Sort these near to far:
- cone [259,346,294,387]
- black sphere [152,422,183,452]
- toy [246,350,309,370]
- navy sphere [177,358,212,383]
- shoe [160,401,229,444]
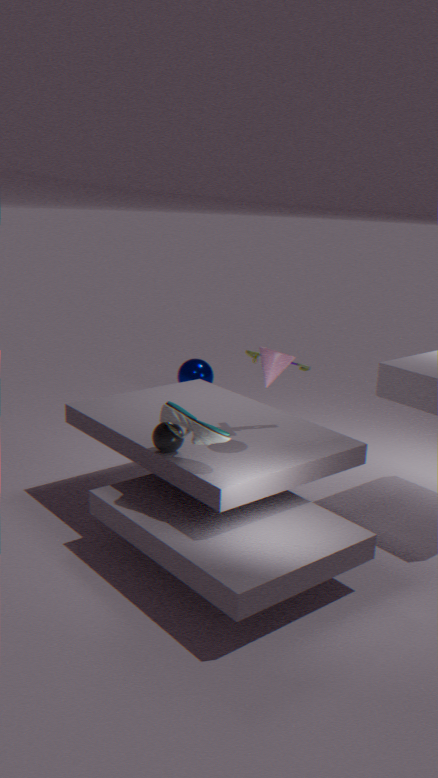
shoe [160,401,229,444], black sphere [152,422,183,452], cone [259,346,294,387], toy [246,350,309,370], navy sphere [177,358,212,383]
